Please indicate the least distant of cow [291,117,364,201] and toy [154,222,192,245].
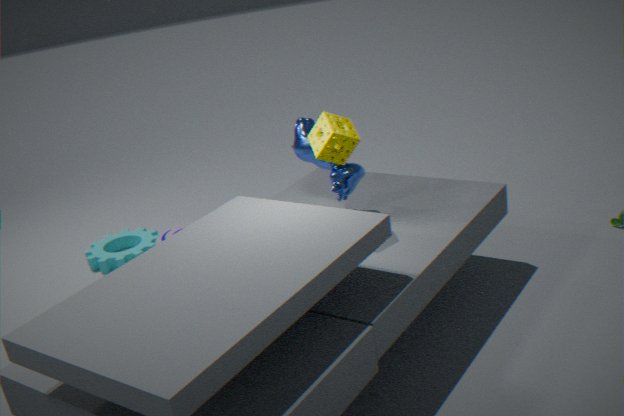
cow [291,117,364,201]
